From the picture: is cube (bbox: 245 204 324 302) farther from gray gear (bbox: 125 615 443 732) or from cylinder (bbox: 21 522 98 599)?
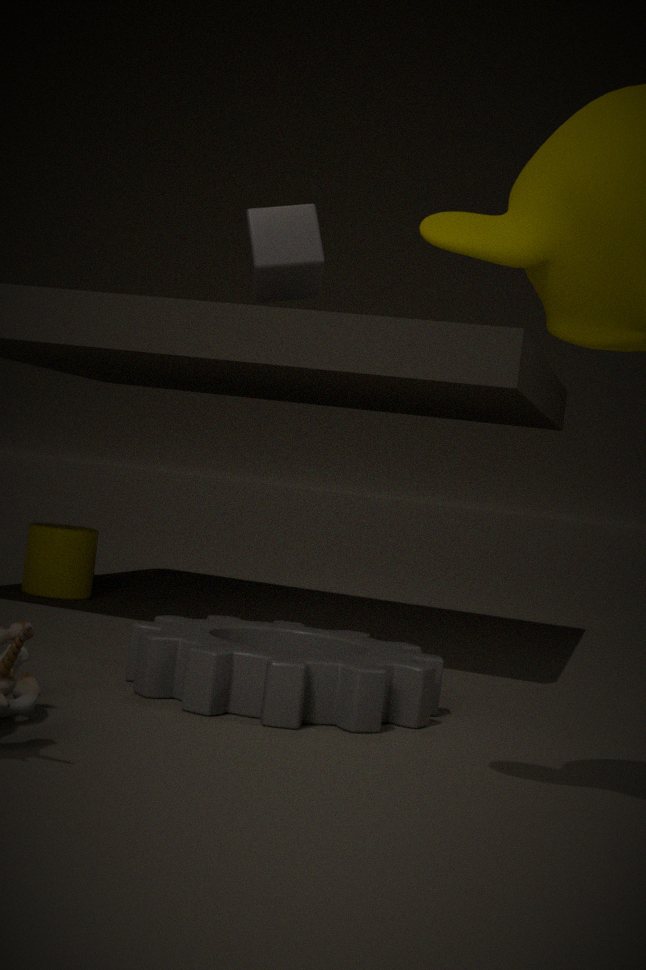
gray gear (bbox: 125 615 443 732)
